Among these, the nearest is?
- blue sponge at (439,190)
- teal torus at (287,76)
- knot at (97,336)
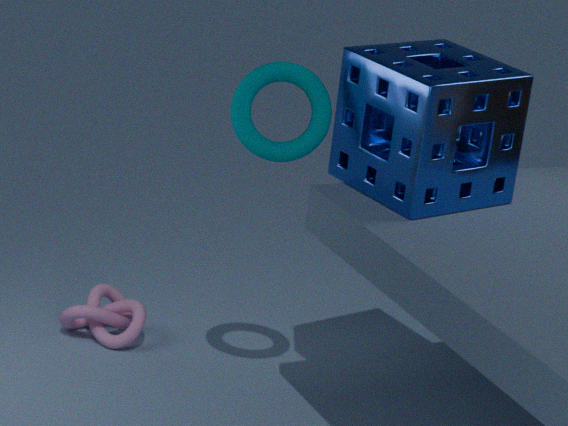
blue sponge at (439,190)
